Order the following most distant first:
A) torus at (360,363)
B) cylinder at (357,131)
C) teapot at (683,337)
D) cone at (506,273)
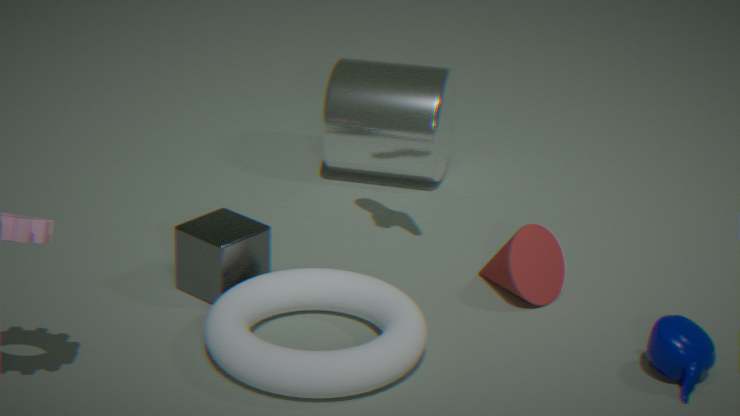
B. cylinder at (357,131) < D. cone at (506,273) < C. teapot at (683,337) < A. torus at (360,363)
